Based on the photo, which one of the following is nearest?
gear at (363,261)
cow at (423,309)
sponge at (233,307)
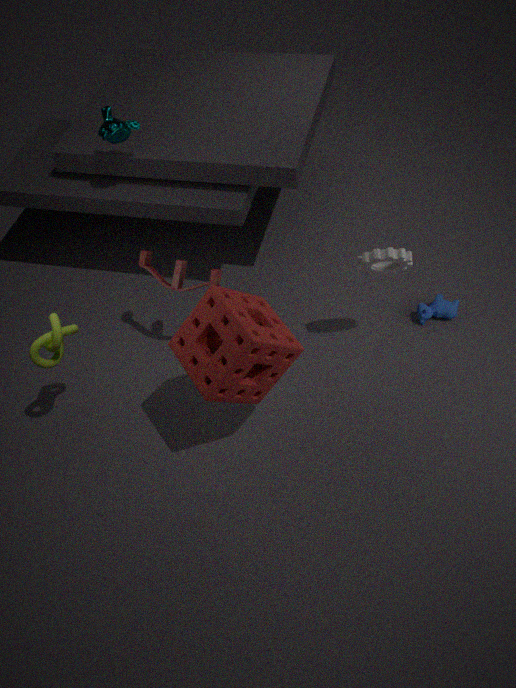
sponge at (233,307)
